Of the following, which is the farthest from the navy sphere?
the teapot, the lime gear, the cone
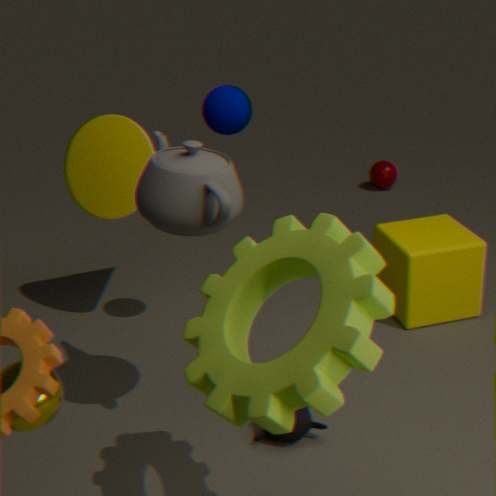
the lime gear
